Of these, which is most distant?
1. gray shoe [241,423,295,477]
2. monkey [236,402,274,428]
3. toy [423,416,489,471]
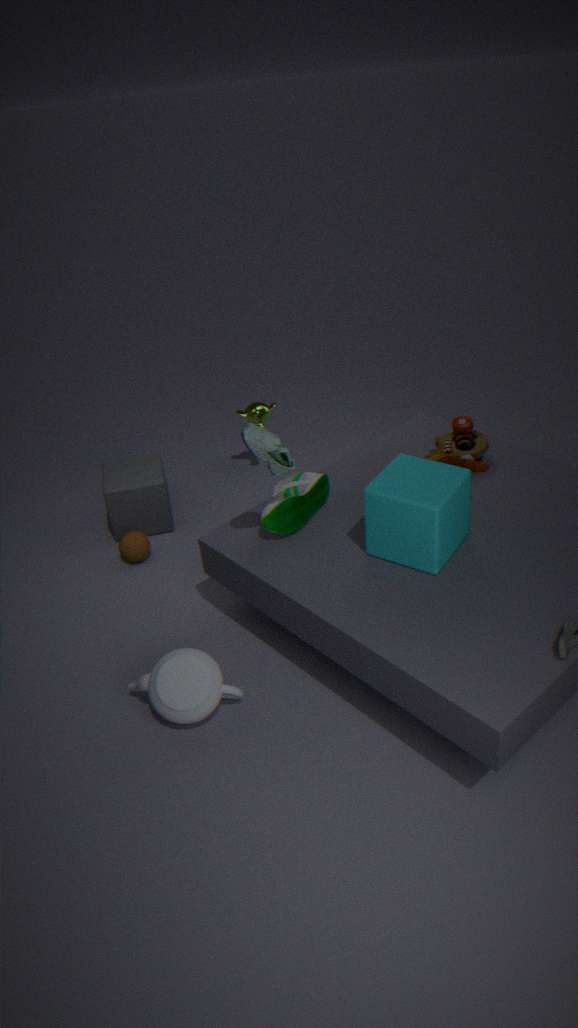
monkey [236,402,274,428]
